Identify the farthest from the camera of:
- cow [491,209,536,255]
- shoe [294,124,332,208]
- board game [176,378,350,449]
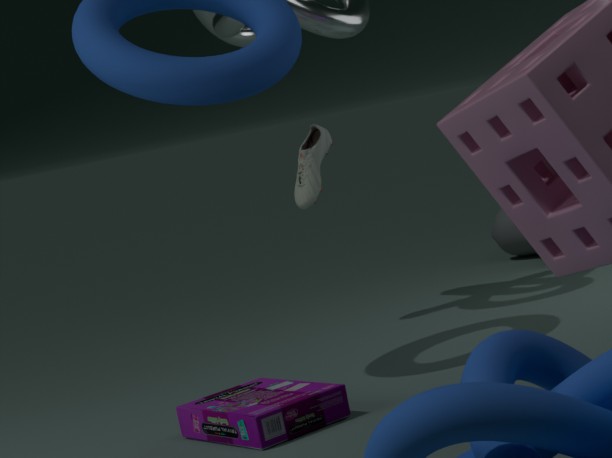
cow [491,209,536,255]
